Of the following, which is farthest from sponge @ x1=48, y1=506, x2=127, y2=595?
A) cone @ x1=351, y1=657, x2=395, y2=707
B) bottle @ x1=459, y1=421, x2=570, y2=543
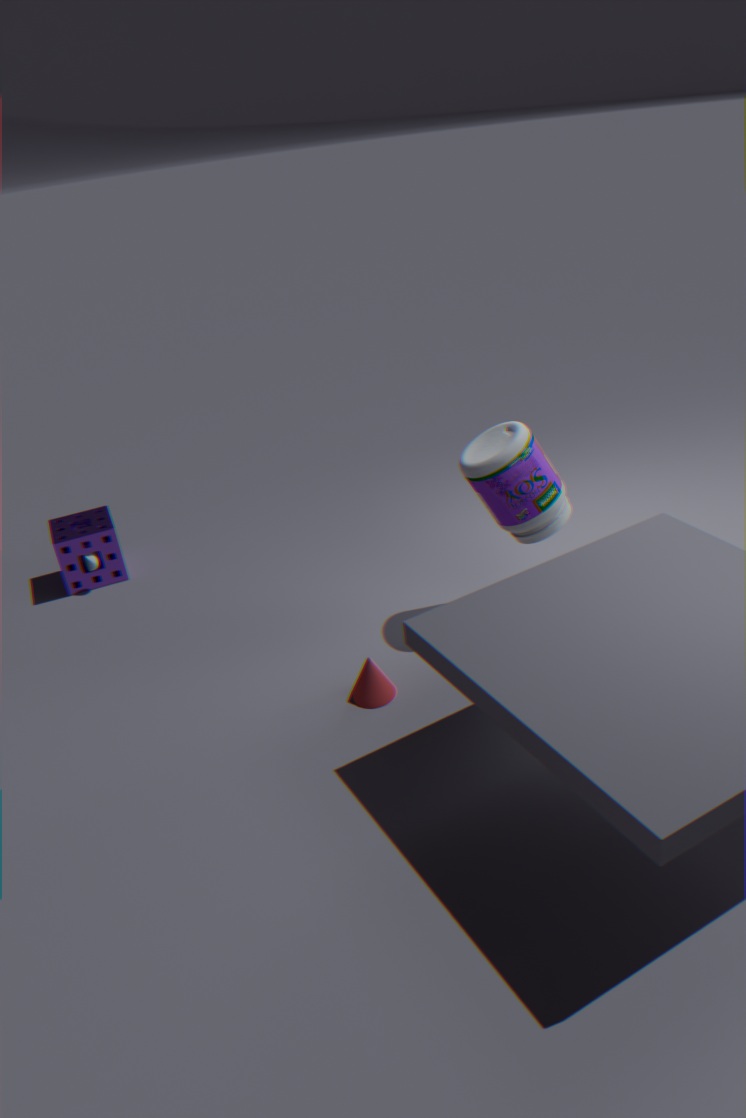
bottle @ x1=459, y1=421, x2=570, y2=543
